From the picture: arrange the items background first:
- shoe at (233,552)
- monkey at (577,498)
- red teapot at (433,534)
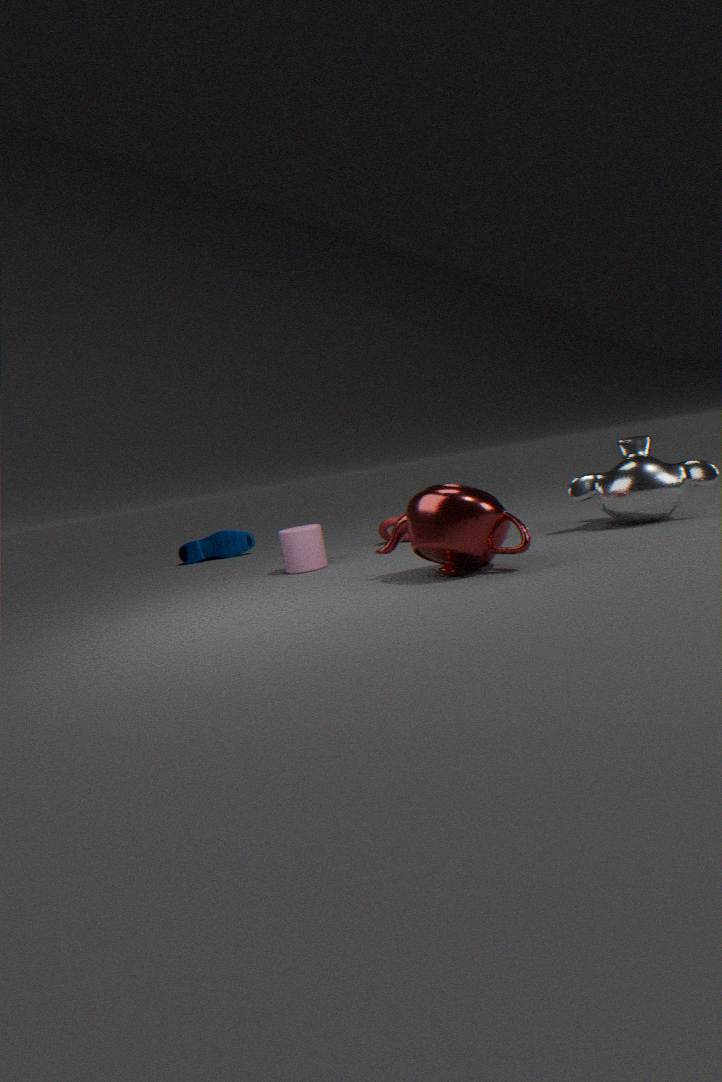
shoe at (233,552), monkey at (577,498), red teapot at (433,534)
